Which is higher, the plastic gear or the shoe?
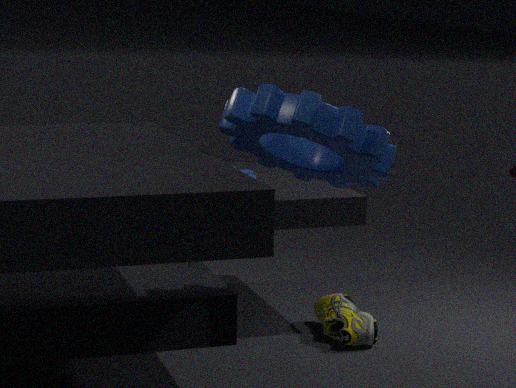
the plastic gear
